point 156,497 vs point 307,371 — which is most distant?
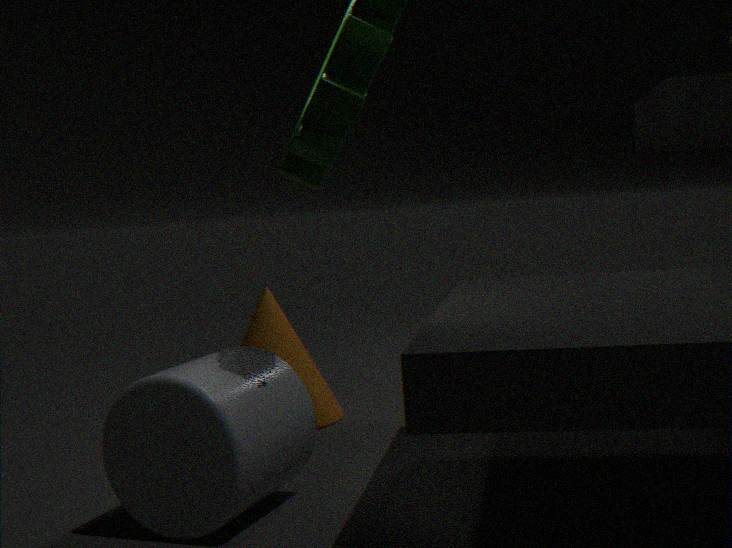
point 307,371
